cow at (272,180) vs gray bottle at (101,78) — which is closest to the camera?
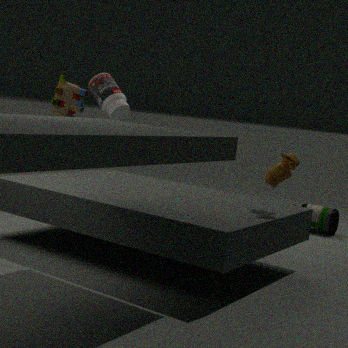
cow at (272,180)
